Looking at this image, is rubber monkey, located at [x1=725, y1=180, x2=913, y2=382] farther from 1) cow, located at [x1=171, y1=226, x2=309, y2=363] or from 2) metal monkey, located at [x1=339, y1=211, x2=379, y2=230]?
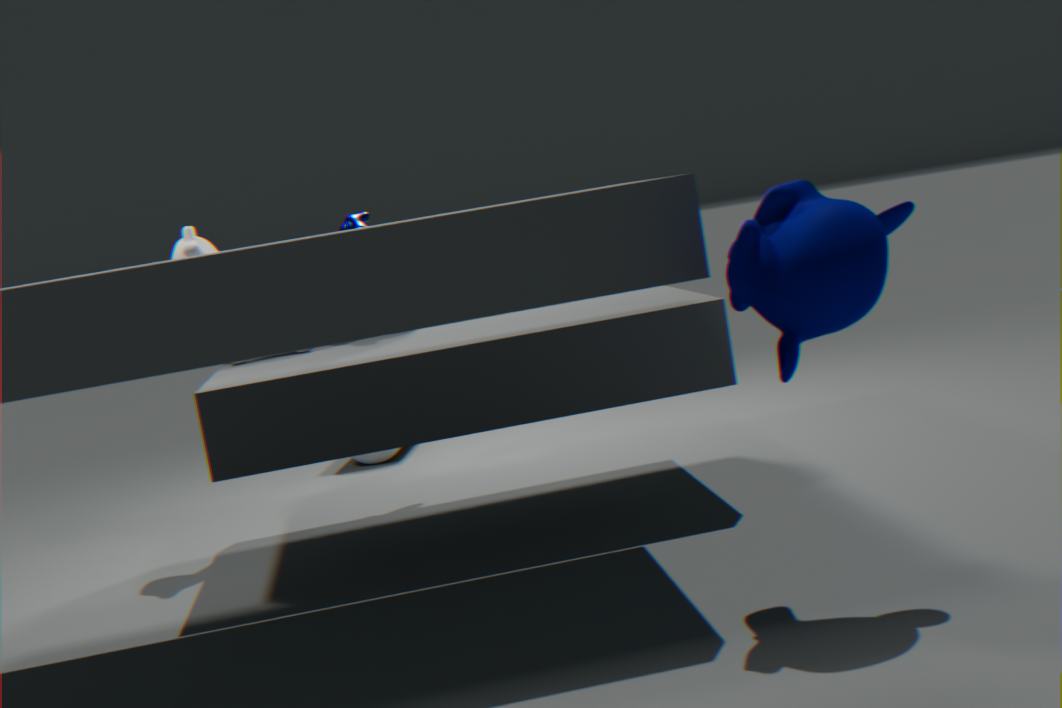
1) cow, located at [x1=171, y1=226, x2=309, y2=363]
